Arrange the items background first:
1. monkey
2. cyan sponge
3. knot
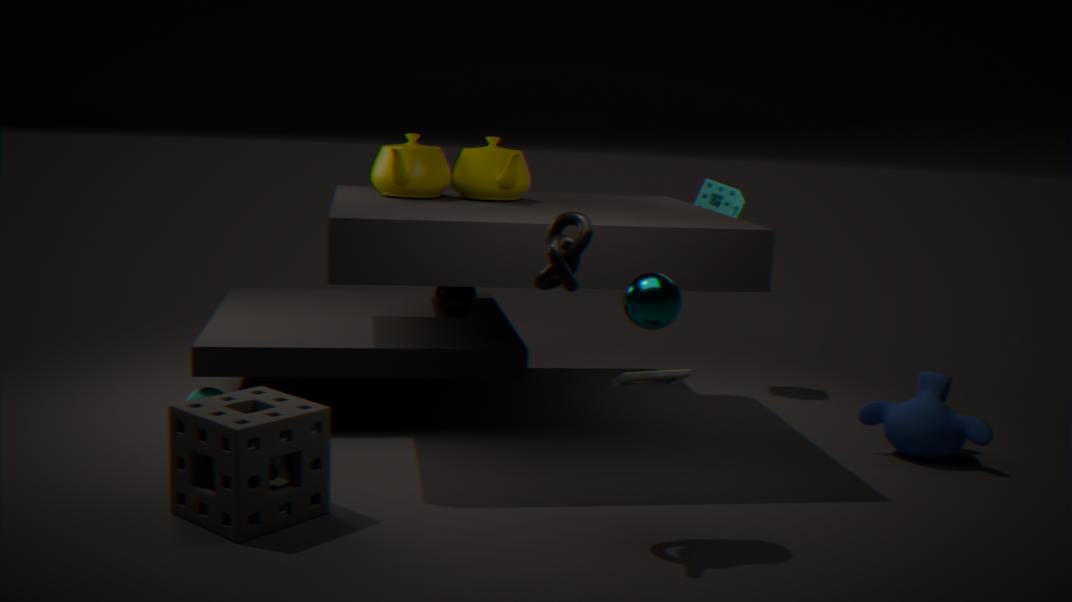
1. cyan sponge
2. monkey
3. knot
